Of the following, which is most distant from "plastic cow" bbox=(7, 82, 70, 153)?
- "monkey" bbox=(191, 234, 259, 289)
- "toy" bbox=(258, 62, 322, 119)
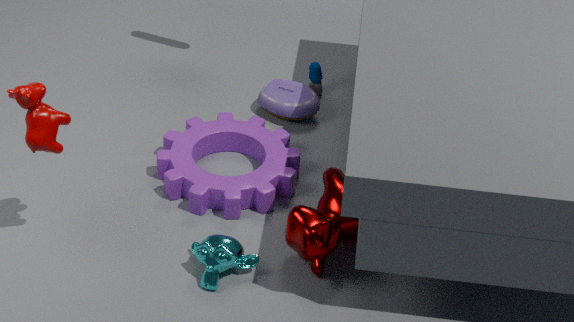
"toy" bbox=(258, 62, 322, 119)
